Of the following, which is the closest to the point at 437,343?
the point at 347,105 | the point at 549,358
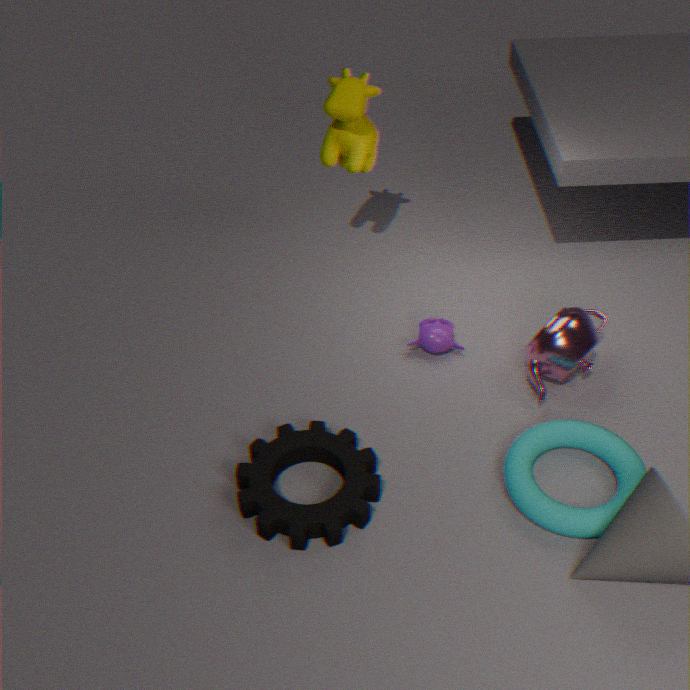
the point at 549,358
